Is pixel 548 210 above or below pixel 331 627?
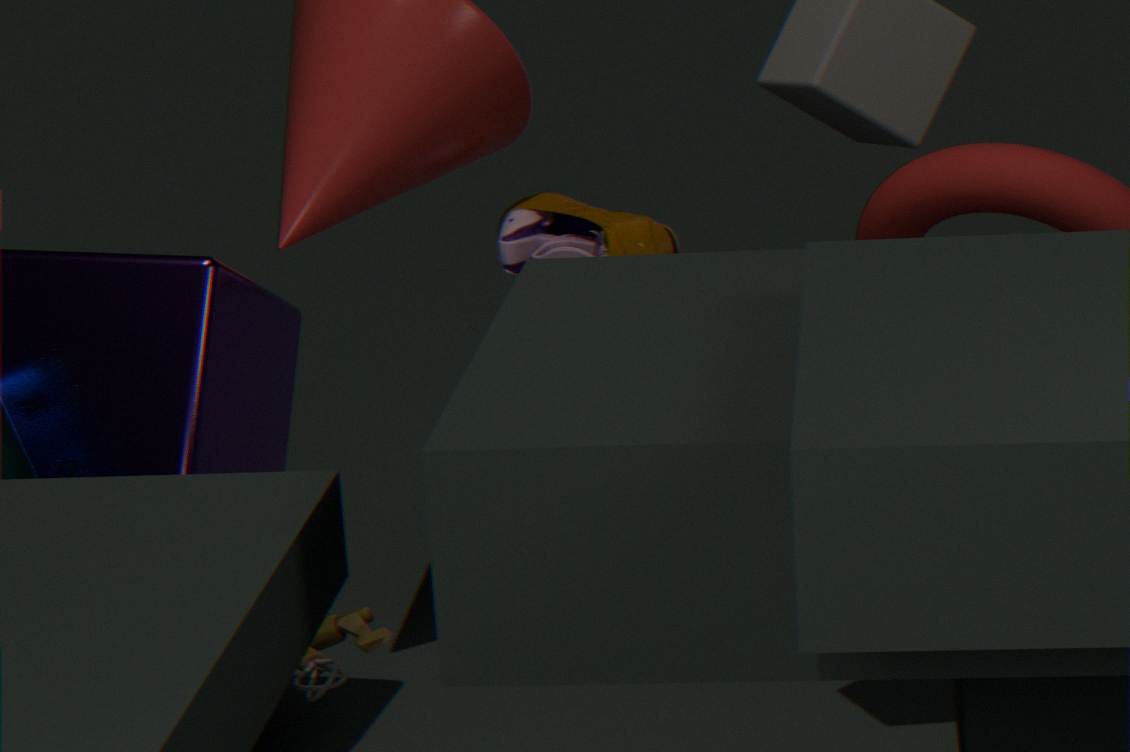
above
